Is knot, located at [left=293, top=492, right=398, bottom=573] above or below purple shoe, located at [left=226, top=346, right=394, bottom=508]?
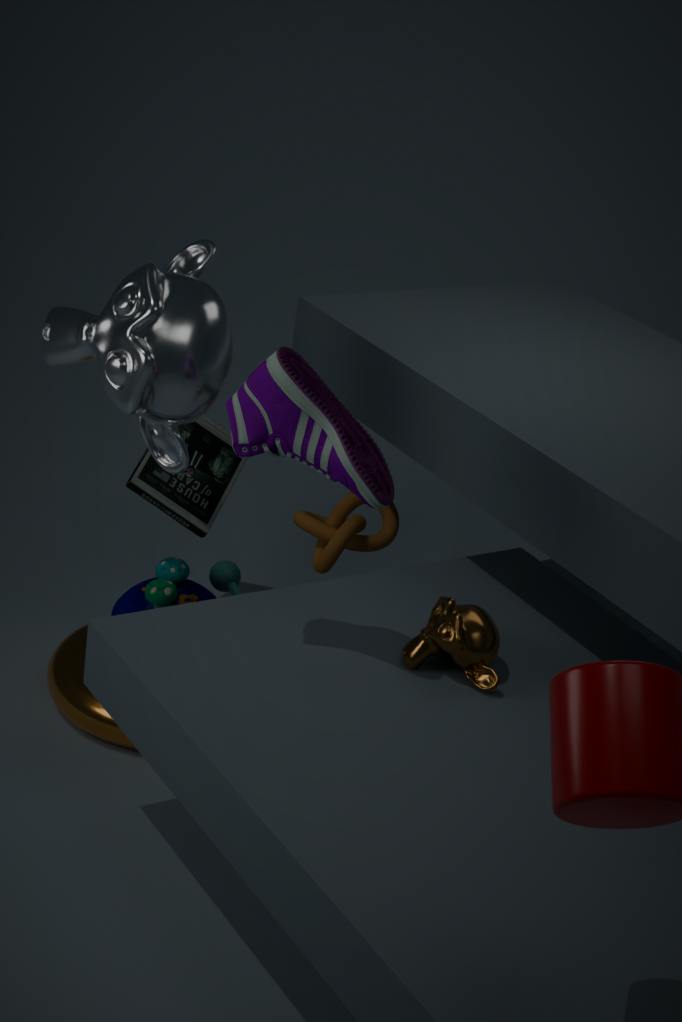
below
